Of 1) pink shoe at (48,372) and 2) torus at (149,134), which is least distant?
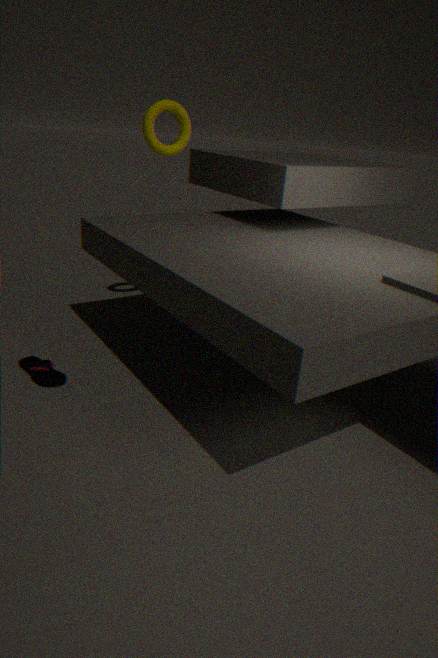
1. pink shoe at (48,372)
